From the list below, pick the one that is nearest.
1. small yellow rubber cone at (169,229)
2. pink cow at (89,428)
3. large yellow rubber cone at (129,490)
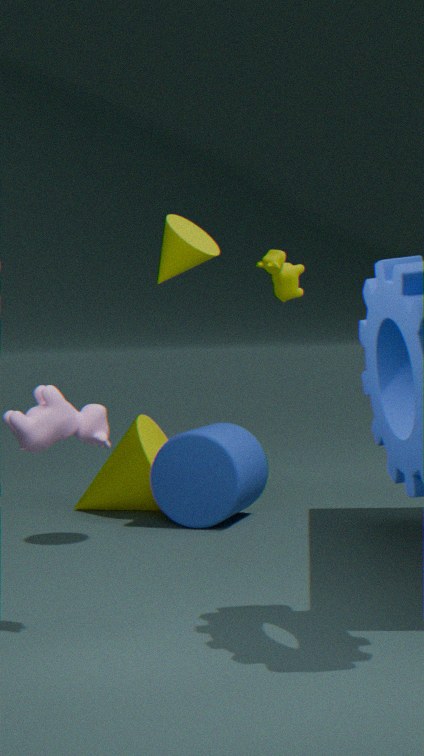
pink cow at (89,428)
